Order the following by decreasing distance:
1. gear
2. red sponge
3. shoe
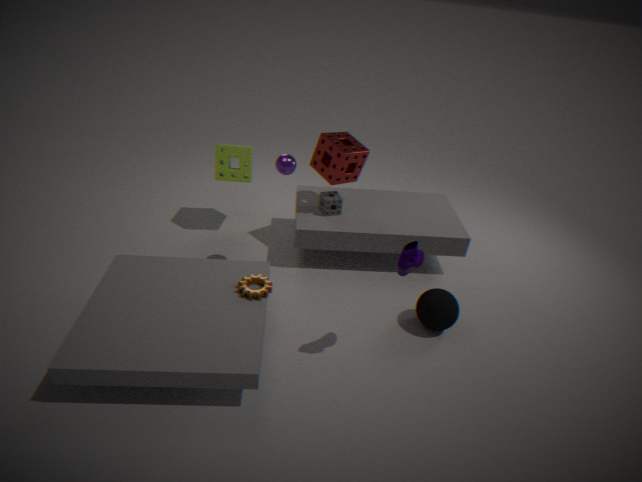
red sponge
gear
shoe
